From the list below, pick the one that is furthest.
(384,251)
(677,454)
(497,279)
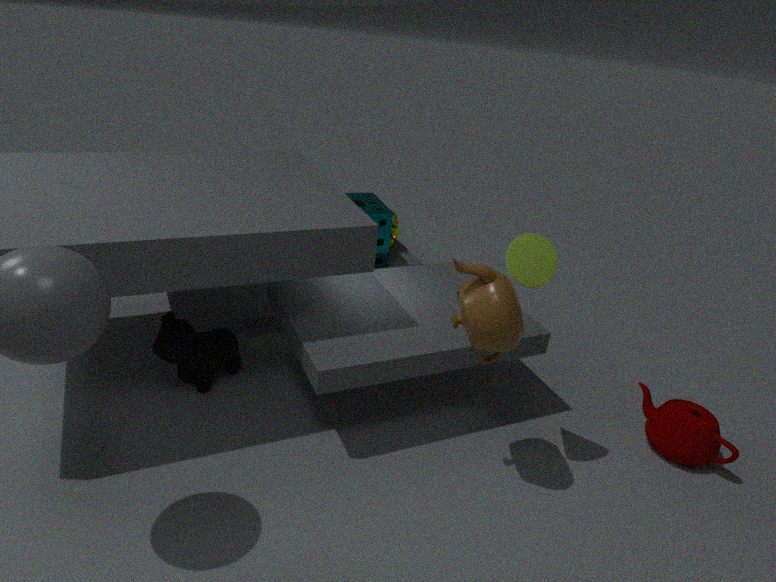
(384,251)
